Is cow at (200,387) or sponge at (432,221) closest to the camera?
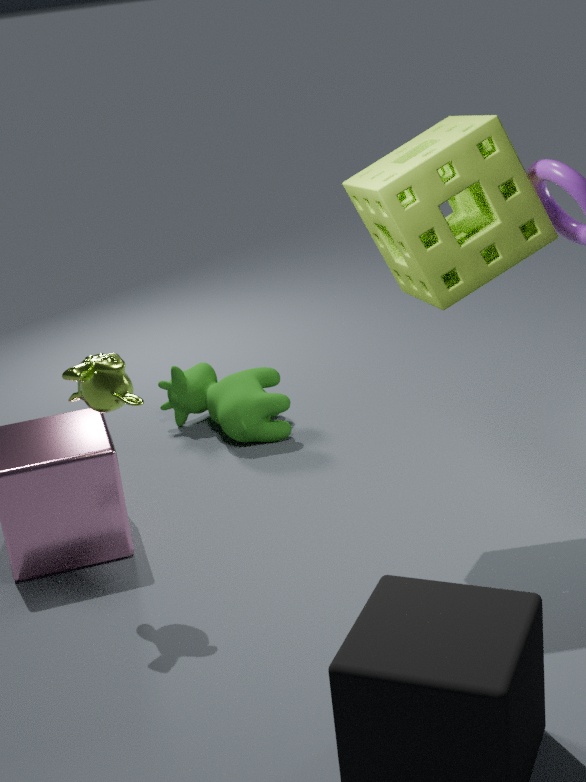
sponge at (432,221)
